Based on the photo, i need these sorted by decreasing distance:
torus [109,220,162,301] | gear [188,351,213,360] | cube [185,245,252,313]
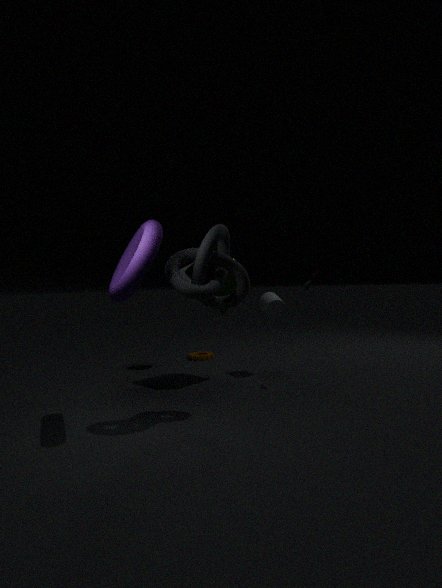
gear [188,351,213,360] → cube [185,245,252,313] → torus [109,220,162,301]
